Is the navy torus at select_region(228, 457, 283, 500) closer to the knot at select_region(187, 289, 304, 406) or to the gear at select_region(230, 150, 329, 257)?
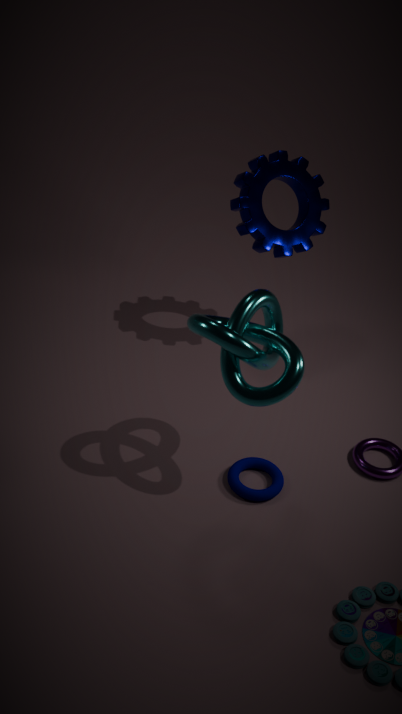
the knot at select_region(187, 289, 304, 406)
